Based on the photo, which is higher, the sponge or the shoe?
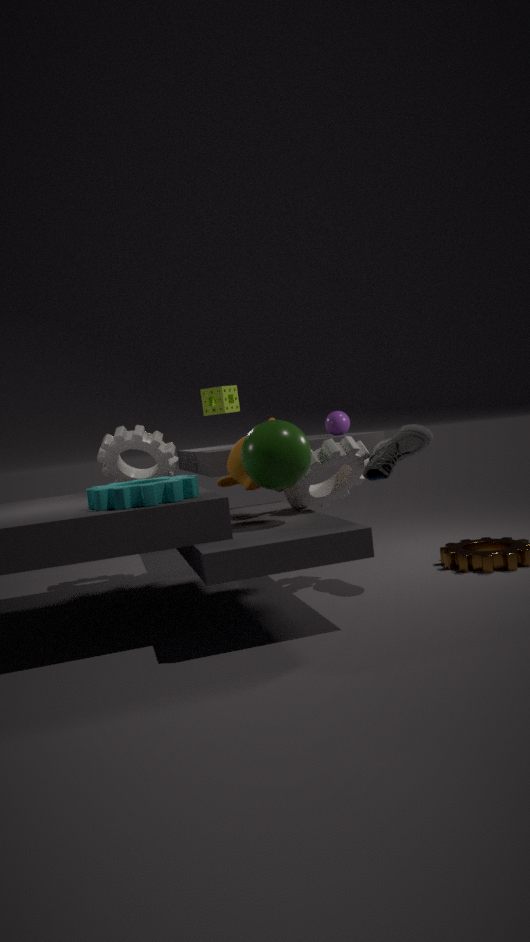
the sponge
